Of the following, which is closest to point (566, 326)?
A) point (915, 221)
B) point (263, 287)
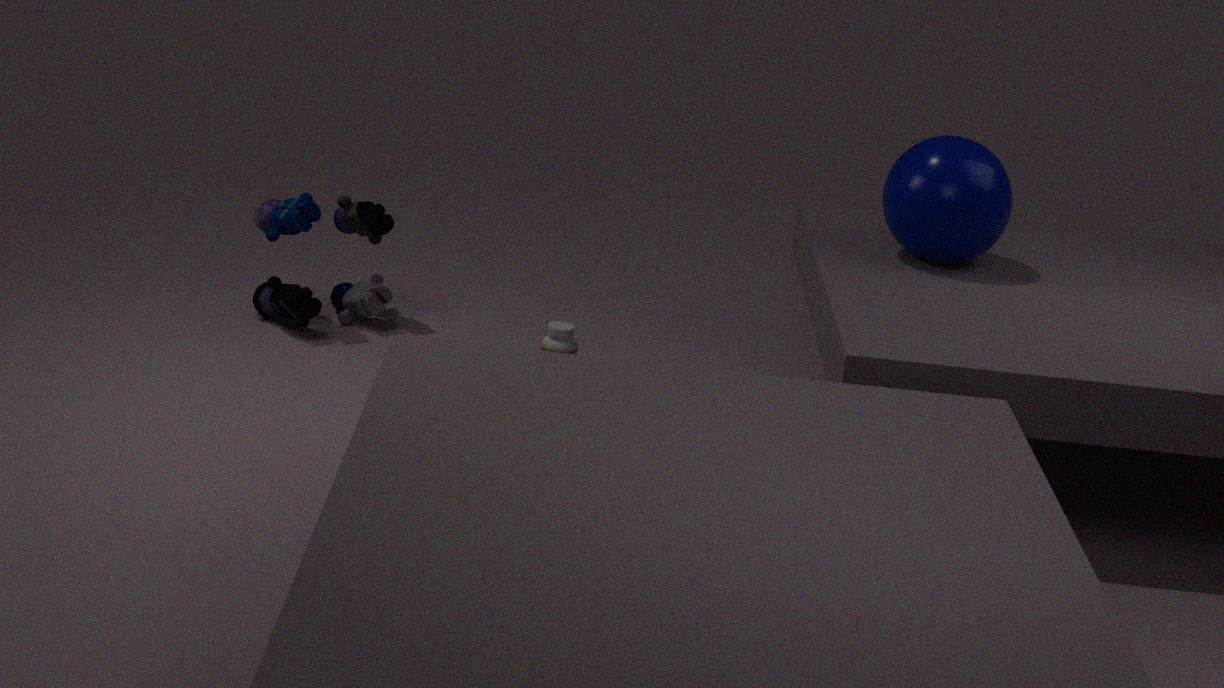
point (263, 287)
